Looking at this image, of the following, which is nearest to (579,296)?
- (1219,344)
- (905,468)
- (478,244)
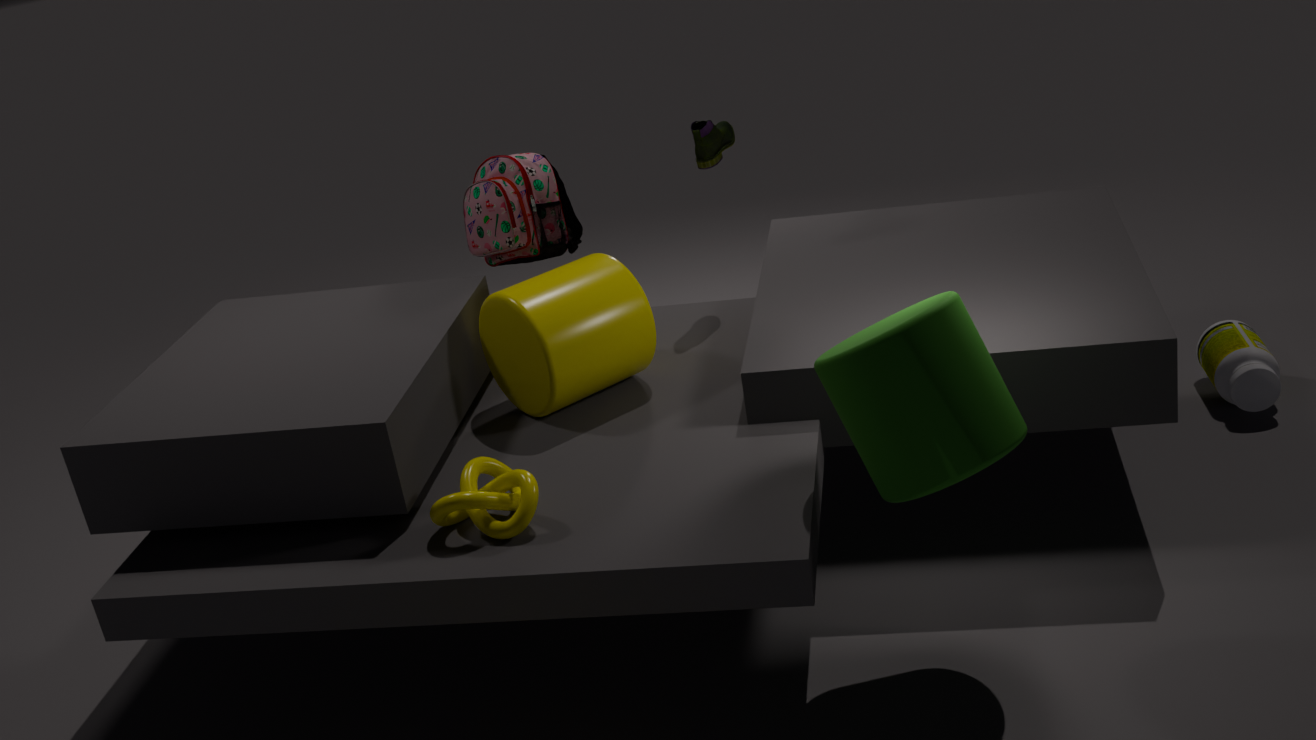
(478,244)
